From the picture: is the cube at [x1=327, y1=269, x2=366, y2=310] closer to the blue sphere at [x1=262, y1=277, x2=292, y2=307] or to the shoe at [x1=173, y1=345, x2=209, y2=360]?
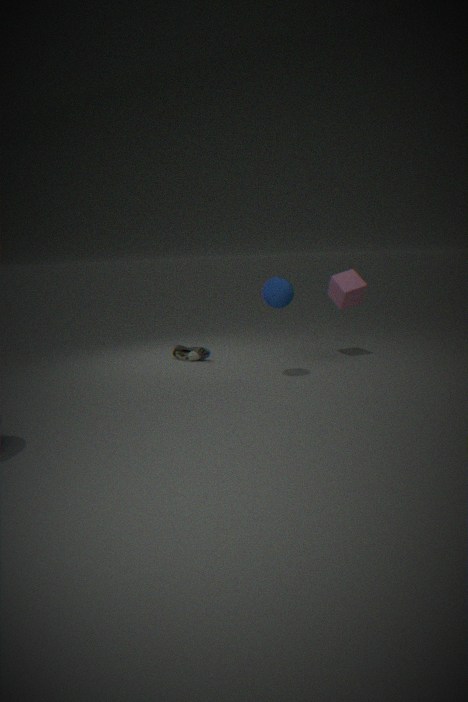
the blue sphere at [x1=262, y1=277, x2=292, y2=307]
